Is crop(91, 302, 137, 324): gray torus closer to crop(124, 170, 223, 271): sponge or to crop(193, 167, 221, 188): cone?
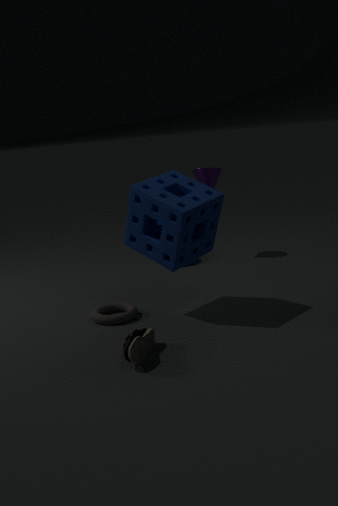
crop(124, 170, 223, 271): sponge
